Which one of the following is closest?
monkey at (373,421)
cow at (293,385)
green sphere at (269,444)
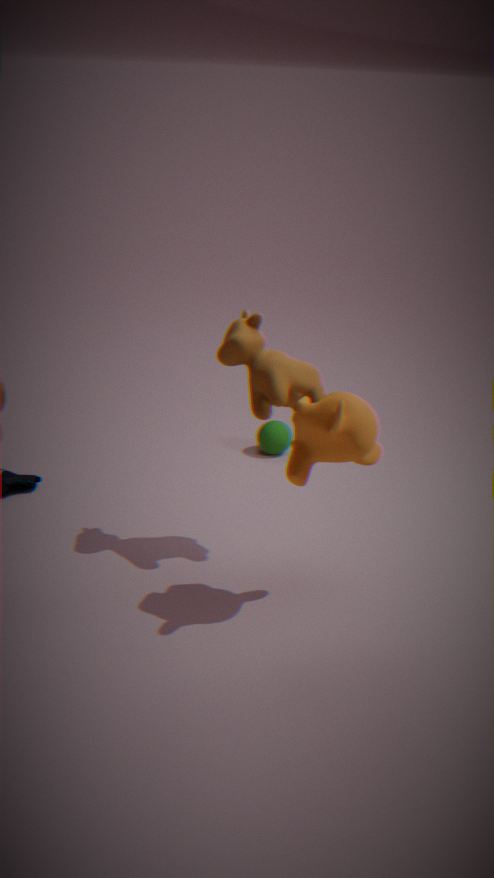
monkey at (373,421)
